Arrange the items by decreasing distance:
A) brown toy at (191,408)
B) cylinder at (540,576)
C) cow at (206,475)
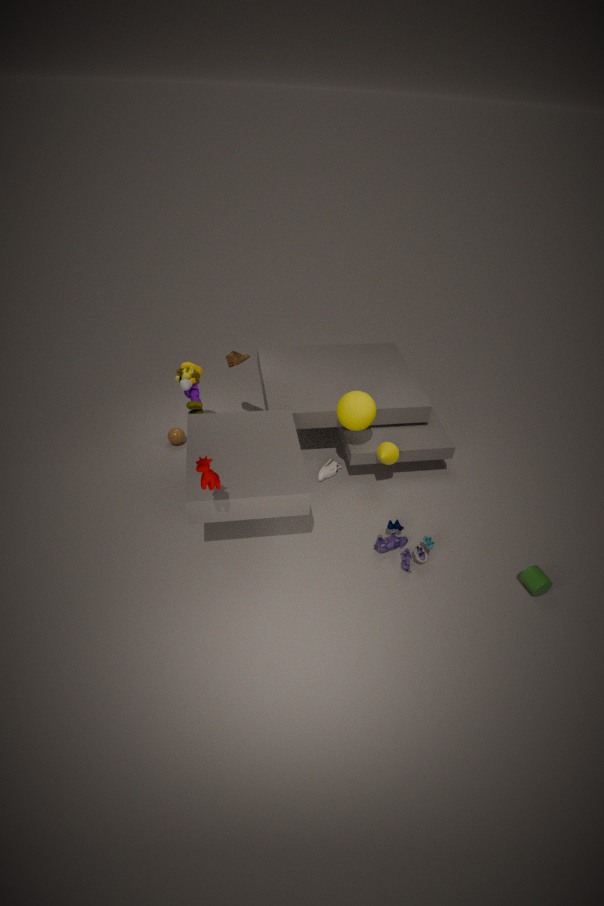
brown toy at (191,408) → cylinder at (540,576) → cow at (206,475)
